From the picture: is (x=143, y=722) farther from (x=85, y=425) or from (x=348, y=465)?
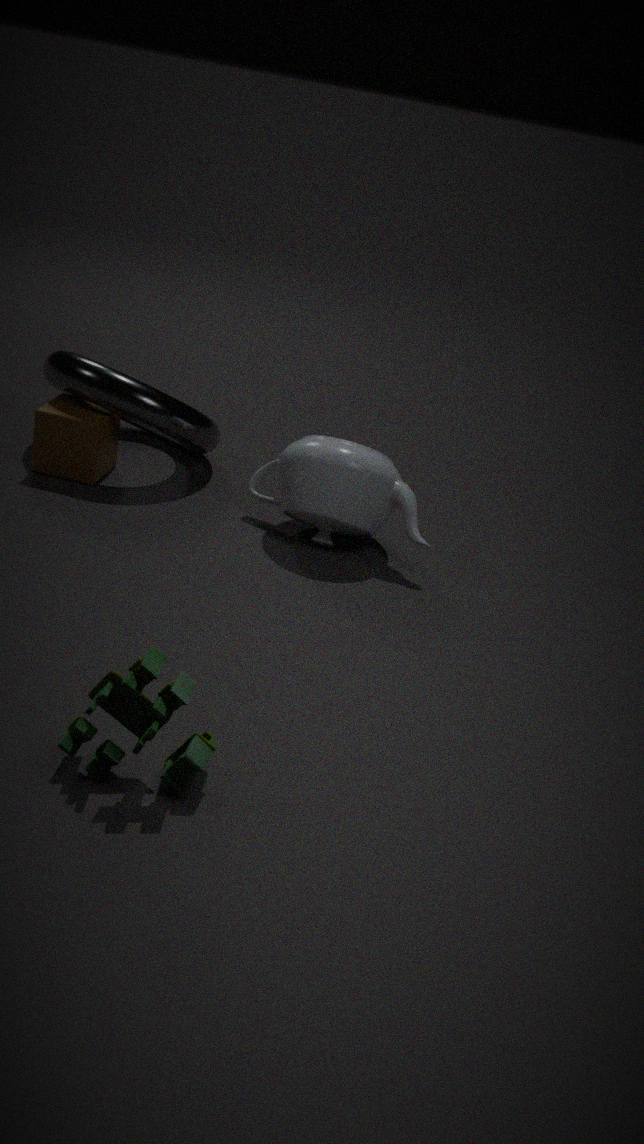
(x=85, y=425)
